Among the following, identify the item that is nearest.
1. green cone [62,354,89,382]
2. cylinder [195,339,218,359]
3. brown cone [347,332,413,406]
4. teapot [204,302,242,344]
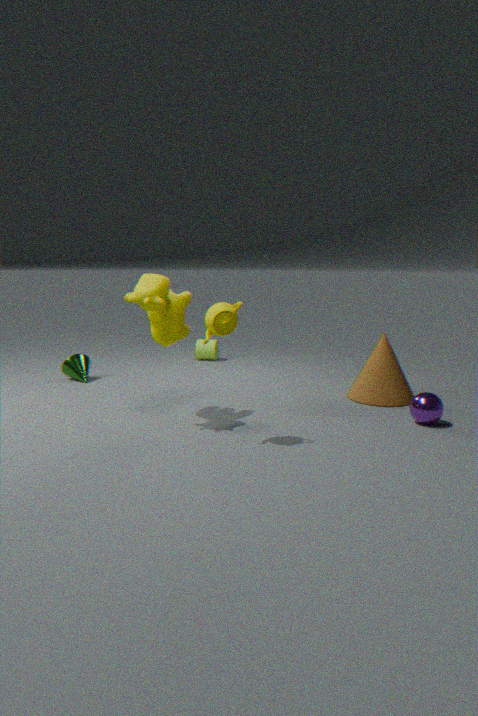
teapot [204,302,242,344]
